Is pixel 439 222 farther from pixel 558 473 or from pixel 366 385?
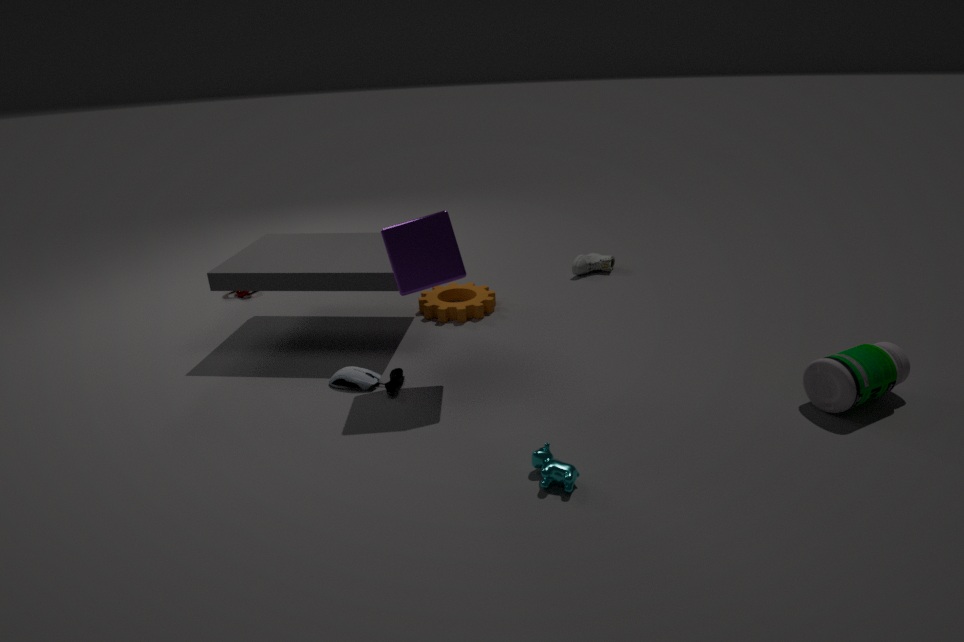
pixel 558 473
